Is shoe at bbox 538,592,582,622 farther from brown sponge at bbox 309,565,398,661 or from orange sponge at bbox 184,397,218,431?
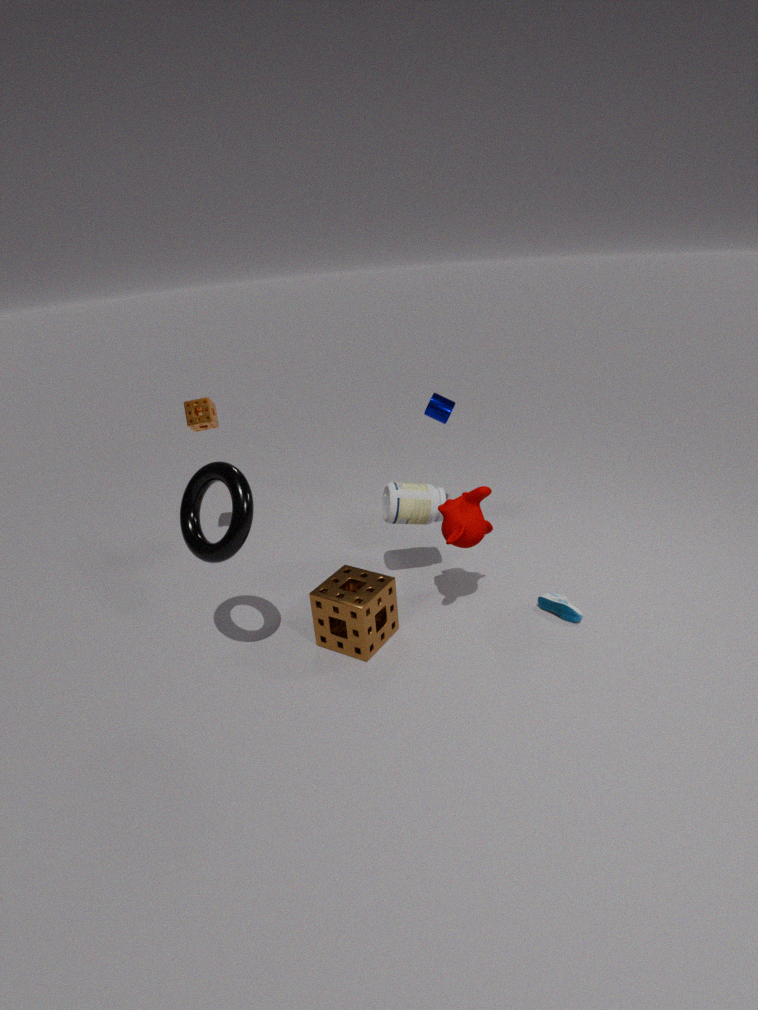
orange sponge at bbox 184,397,218,431
